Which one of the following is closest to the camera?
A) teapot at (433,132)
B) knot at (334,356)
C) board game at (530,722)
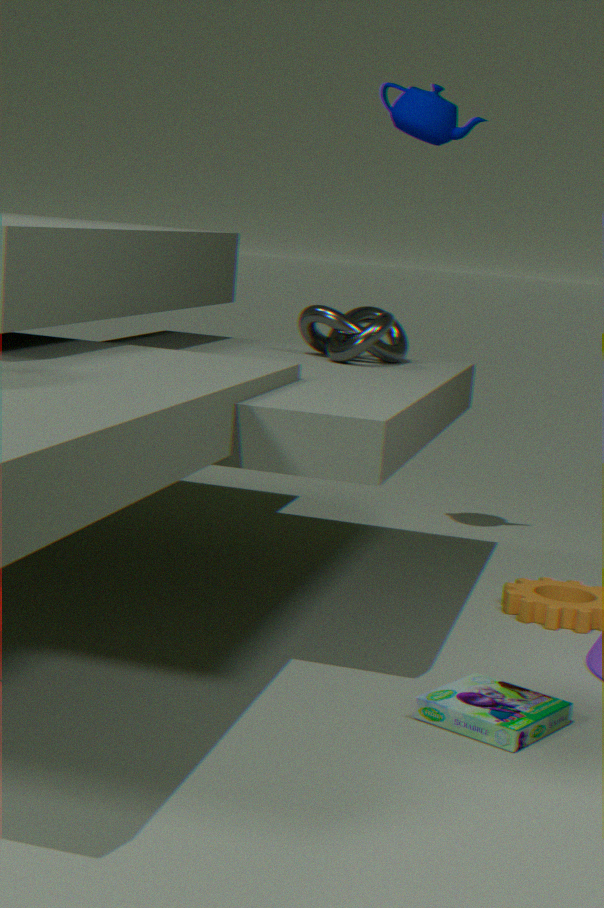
board game at (530,722)
